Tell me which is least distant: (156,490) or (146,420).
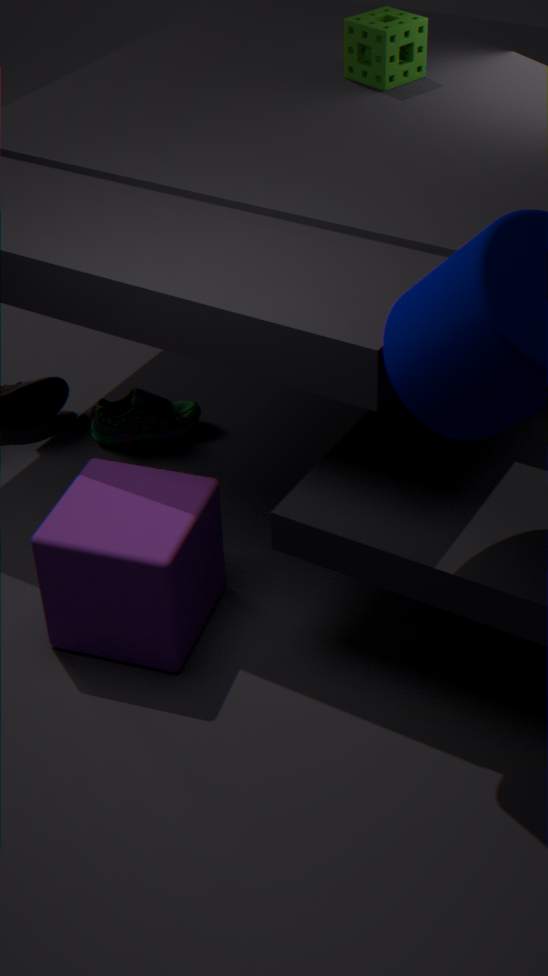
(156,490)
